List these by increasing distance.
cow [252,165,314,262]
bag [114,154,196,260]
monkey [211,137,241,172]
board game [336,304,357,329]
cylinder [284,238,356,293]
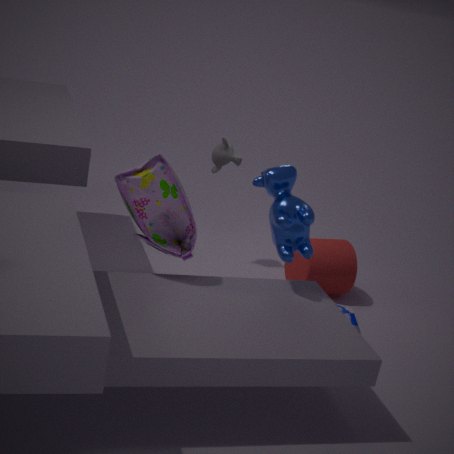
bag [114,154,196,260]
cow [252,165,314,262]
board game [336,304,357,329]
cylinder [284,238,356,293]
monkey [211,137,241,172]
